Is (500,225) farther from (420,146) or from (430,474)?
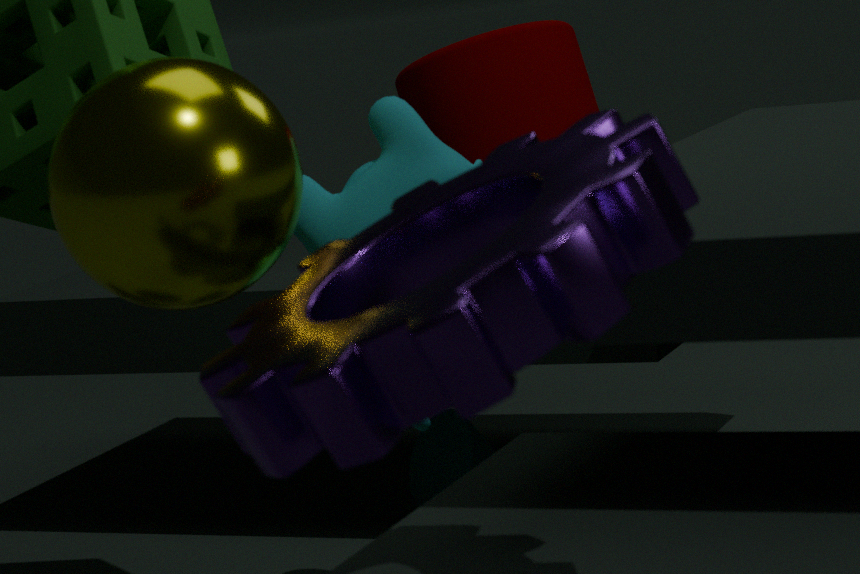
(430,474)
